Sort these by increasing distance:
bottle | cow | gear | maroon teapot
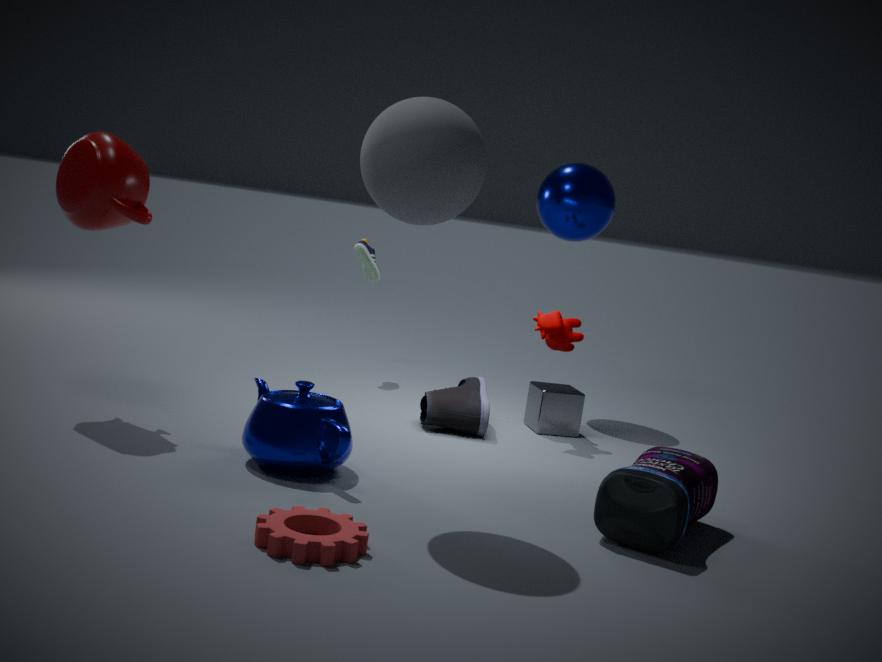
1. gear
2. bottle
3. maroon teapot
4. cow
